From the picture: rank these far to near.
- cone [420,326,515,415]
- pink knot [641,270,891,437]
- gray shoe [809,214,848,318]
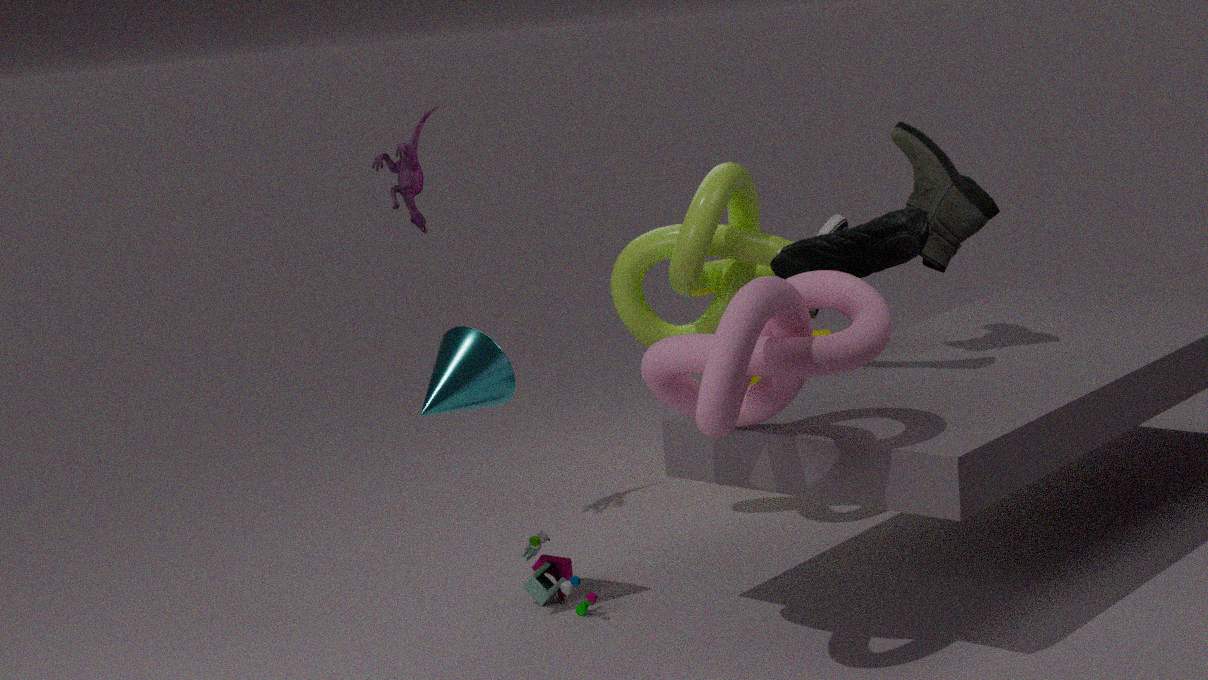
gray shoe [809,214,848,318] < cone [420,326,515,415] < pink knot [641,270,891,437]
